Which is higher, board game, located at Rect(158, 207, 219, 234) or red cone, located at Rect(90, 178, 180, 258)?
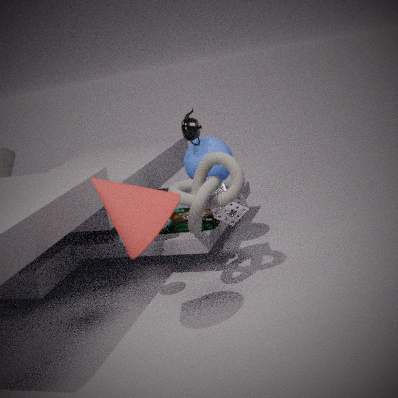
red cone, located at Rect(90, 178, 180, 258)
